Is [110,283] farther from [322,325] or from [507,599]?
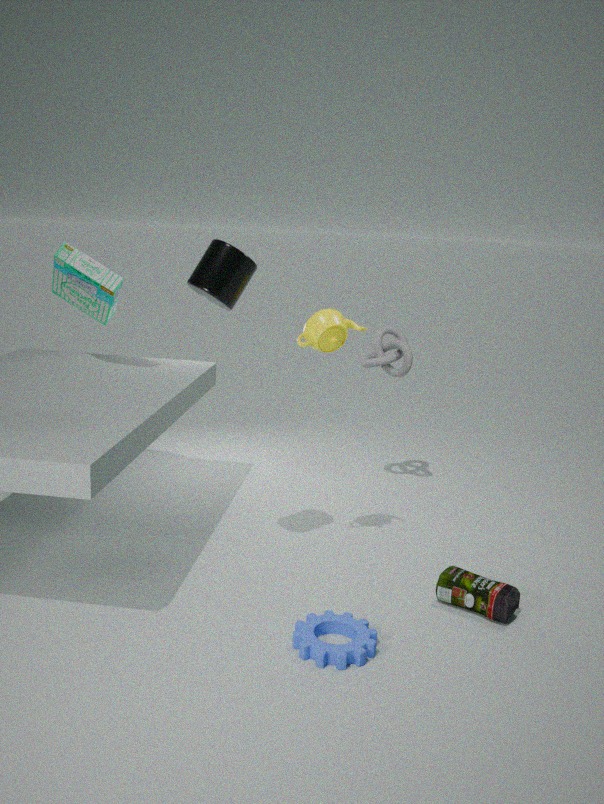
[507,599]
